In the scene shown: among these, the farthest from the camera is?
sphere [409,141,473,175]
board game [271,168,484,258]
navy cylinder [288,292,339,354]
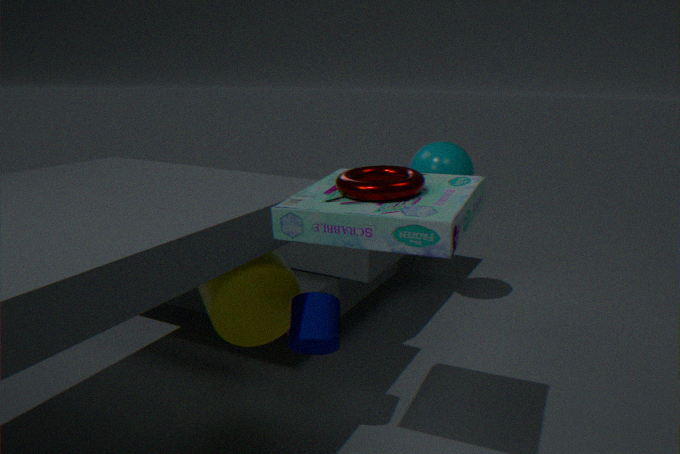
sphere [409,141,473,175]
